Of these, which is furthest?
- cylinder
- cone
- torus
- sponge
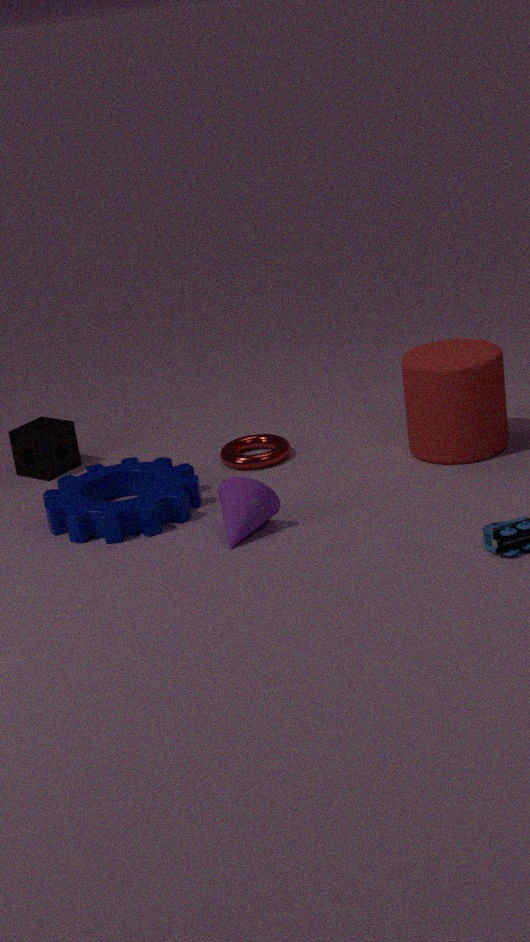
sponge
